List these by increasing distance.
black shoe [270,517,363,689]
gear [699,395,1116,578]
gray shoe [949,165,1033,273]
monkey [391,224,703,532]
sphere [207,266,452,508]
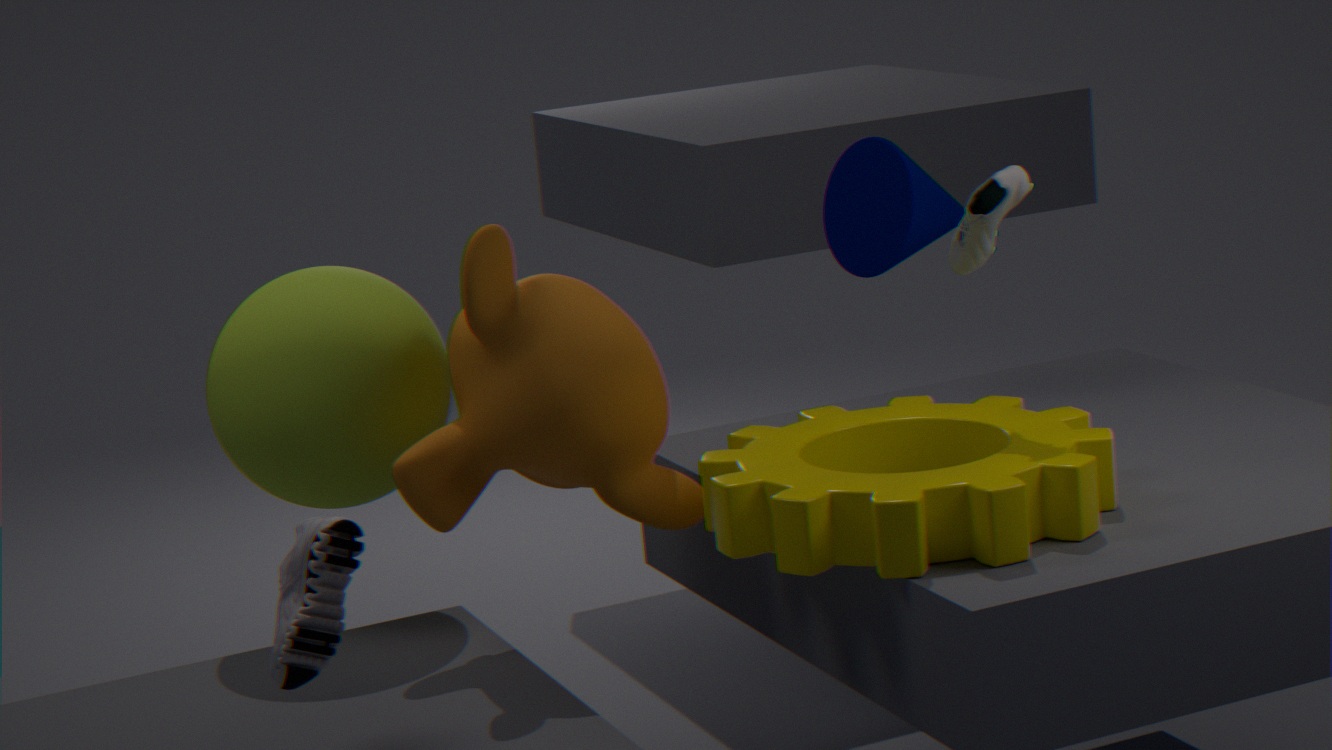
1. gear [699,395,1116,578]
2. black shoe [270,517,363,689]
3. gray shoe [949,165,1033,273]
4. monkey [391,224,703,532]
5. sphere [207,266,452,508]
